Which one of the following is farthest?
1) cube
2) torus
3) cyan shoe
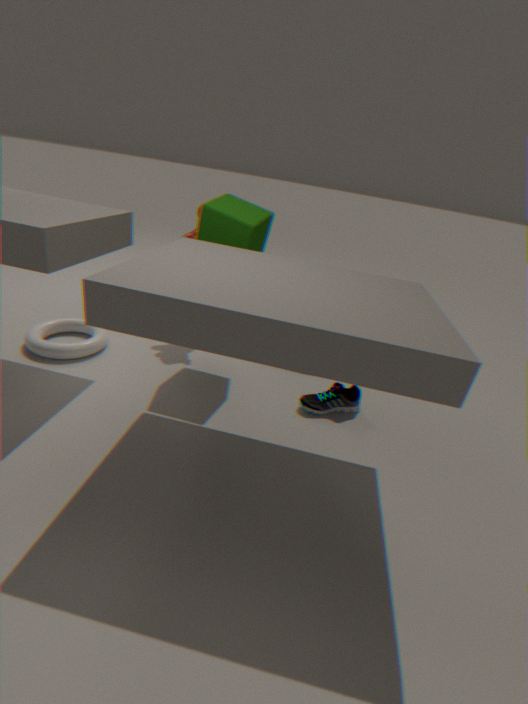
2. torus
